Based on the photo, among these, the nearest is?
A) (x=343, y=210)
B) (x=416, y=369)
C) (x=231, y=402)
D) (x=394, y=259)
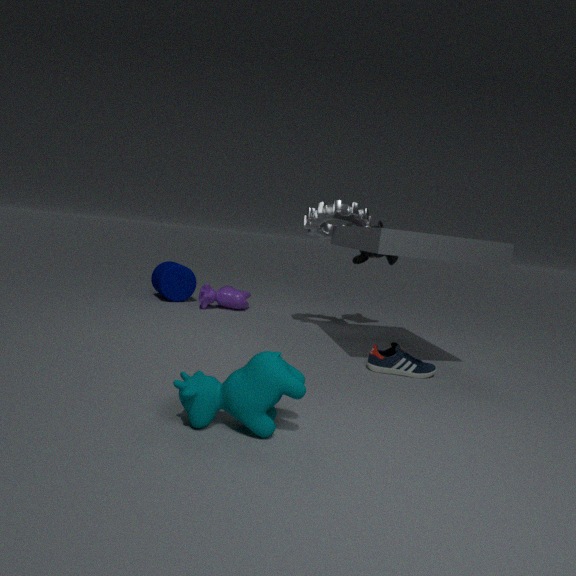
(x=231, y=402)
